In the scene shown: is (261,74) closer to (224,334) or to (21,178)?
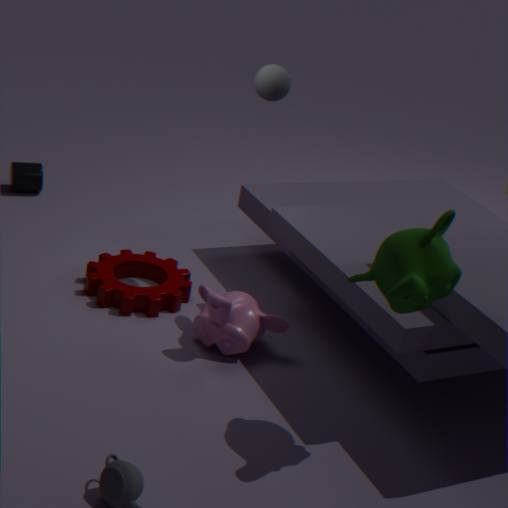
(224,334)
